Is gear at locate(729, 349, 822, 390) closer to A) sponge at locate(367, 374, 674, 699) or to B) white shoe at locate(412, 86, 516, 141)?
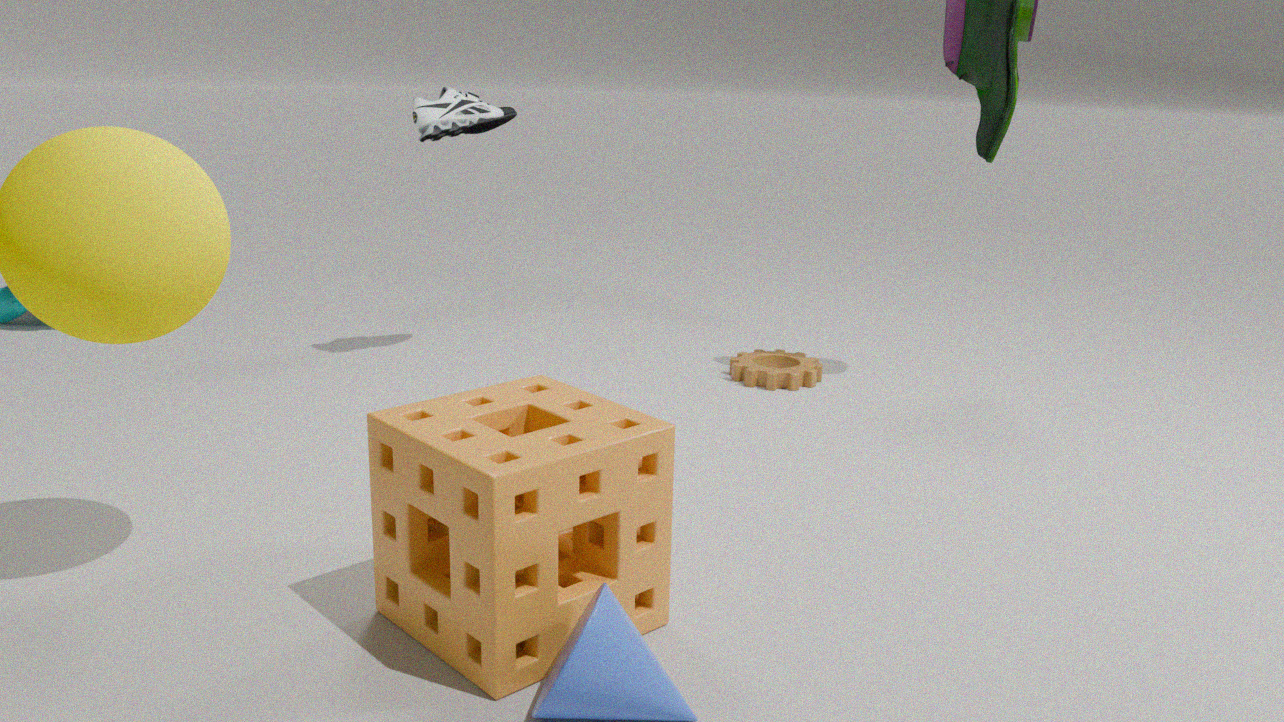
B) white shoe at locate(412, 86, 516, 141)
